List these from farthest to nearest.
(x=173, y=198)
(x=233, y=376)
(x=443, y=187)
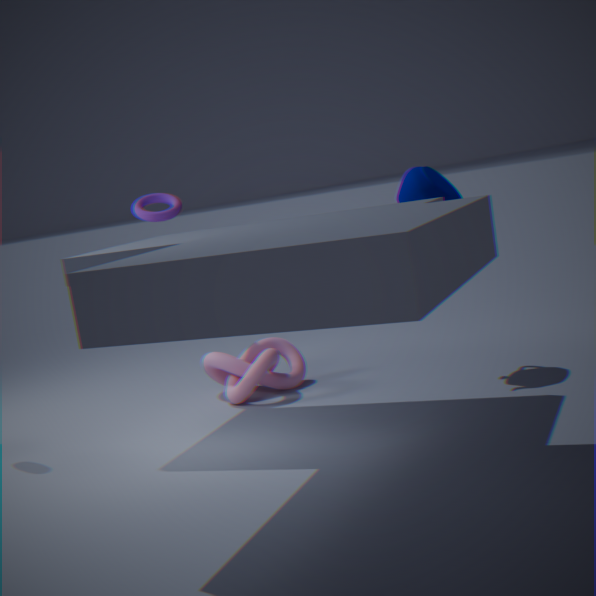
(x=173, y=198), (x=233, y=376), (x=443, y=187)
